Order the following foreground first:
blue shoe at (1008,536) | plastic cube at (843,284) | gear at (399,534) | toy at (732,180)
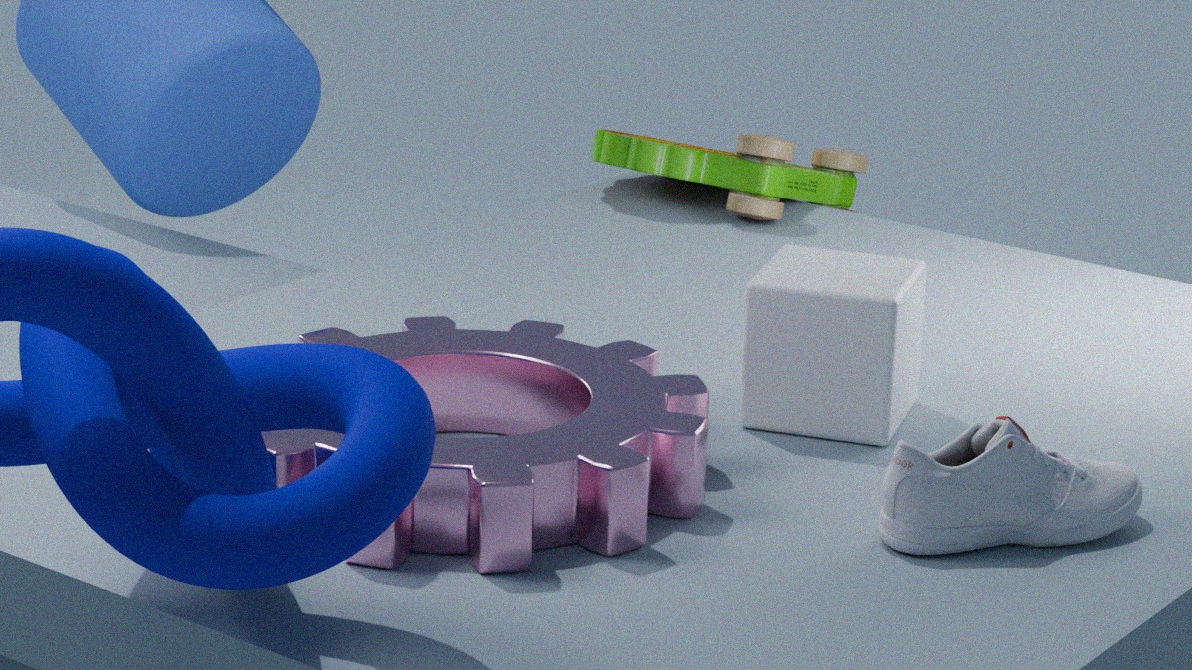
gear at (399,534) < blue shoe at (1008,536) < plastic cube at (843,284) < toy at (732,180)
